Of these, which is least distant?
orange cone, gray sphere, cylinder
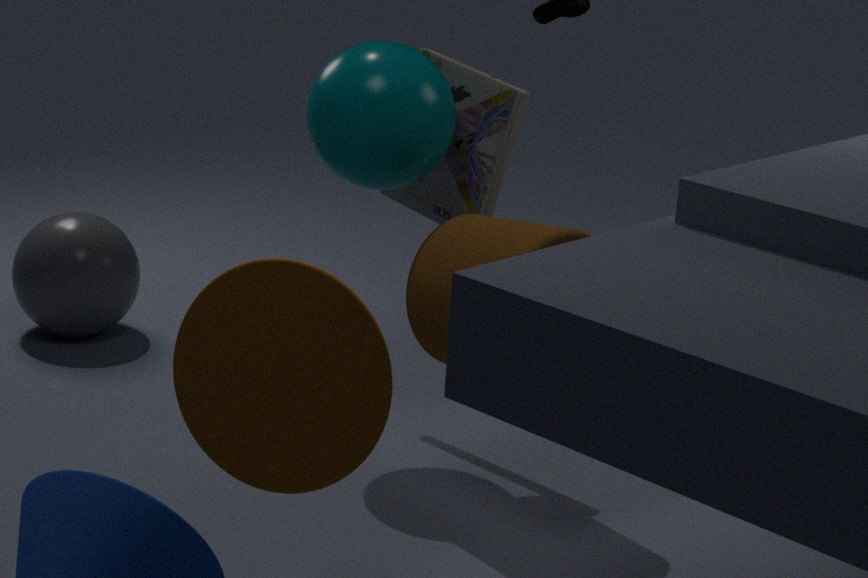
orange cone
